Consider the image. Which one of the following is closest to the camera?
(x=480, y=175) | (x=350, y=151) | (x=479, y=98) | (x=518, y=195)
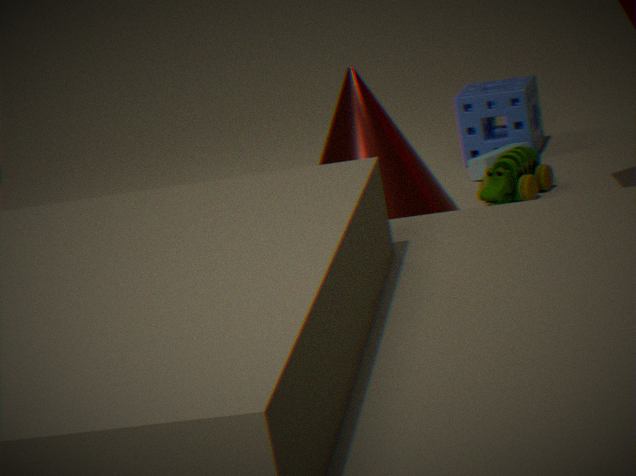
(x=350, y=151)
